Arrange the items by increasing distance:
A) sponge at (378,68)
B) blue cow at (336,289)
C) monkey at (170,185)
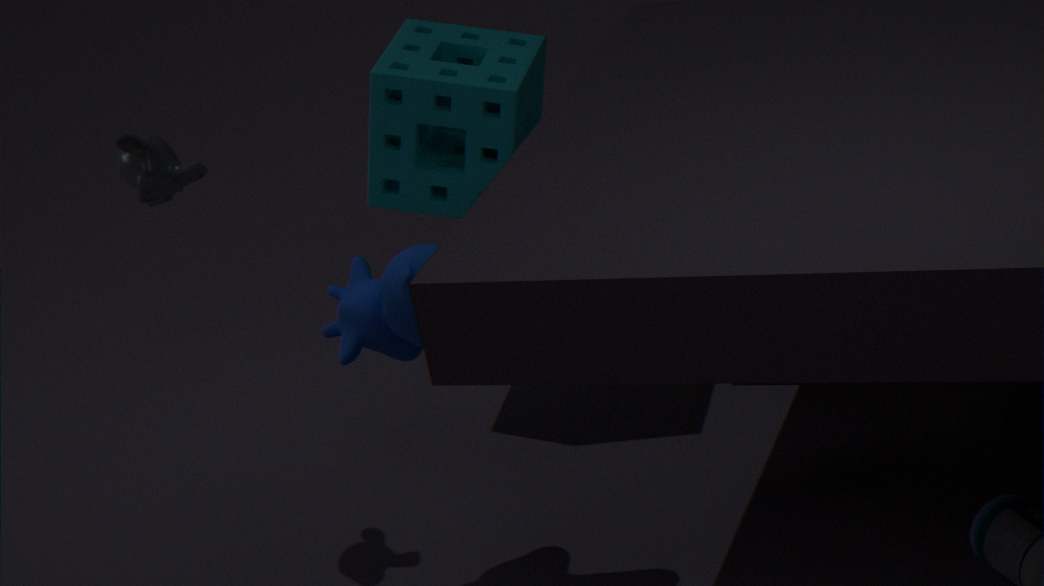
blue cow at (336,289) < monkey at (170,185) < sponge at (378,68)
